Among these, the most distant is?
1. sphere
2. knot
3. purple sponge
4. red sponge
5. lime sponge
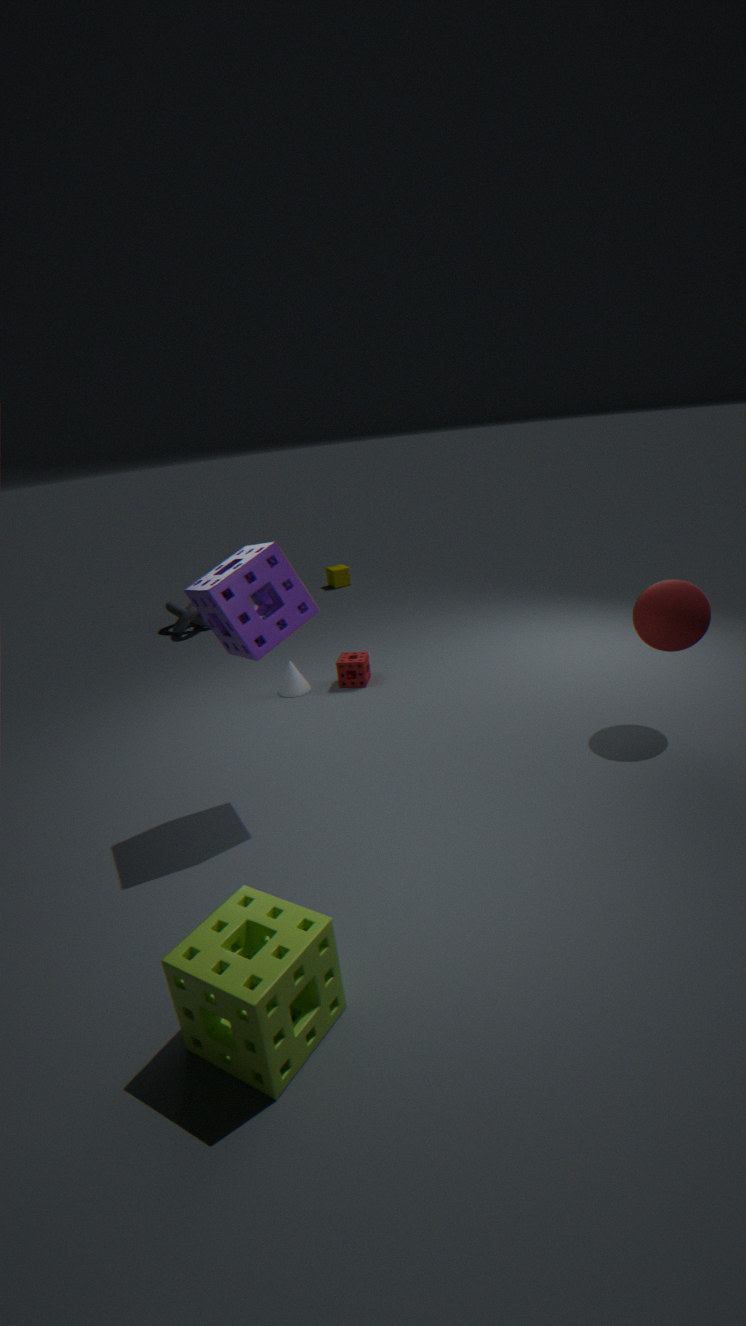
knot
